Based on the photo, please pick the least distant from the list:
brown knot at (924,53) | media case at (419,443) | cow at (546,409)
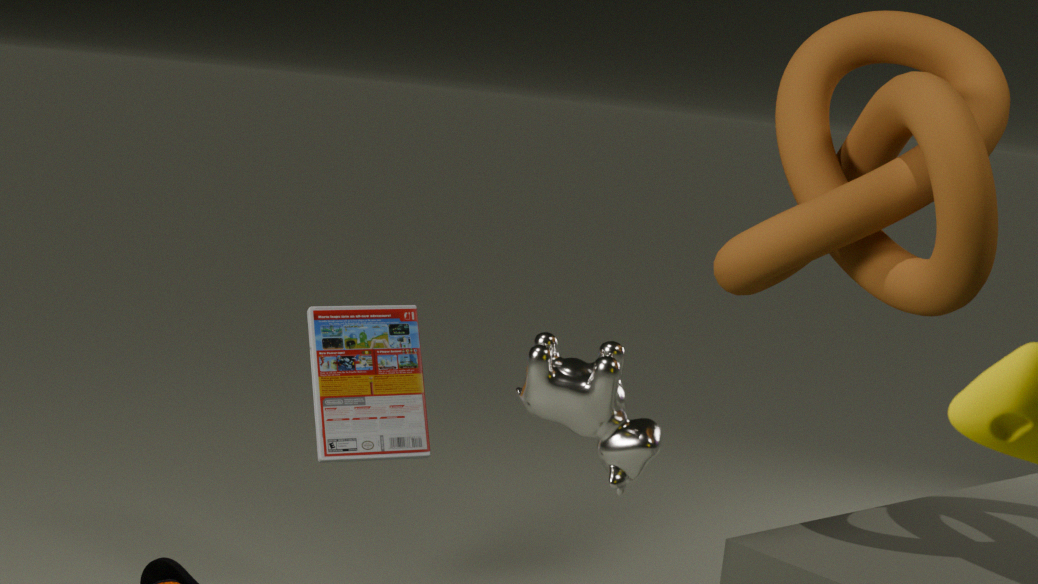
brown knot at (924,53)
